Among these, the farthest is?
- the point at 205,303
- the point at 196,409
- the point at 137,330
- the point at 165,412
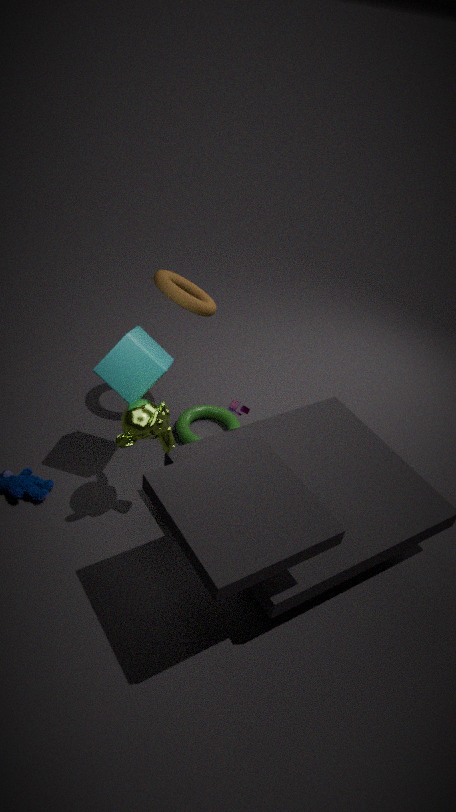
the point at 196,409
